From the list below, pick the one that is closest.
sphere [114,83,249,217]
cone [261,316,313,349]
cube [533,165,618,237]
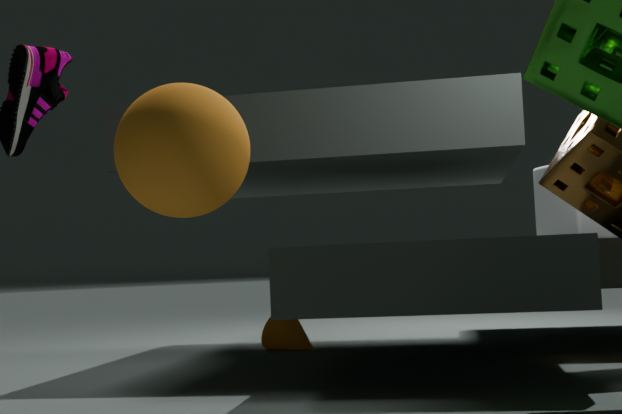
sphere [114,83,249,217]
